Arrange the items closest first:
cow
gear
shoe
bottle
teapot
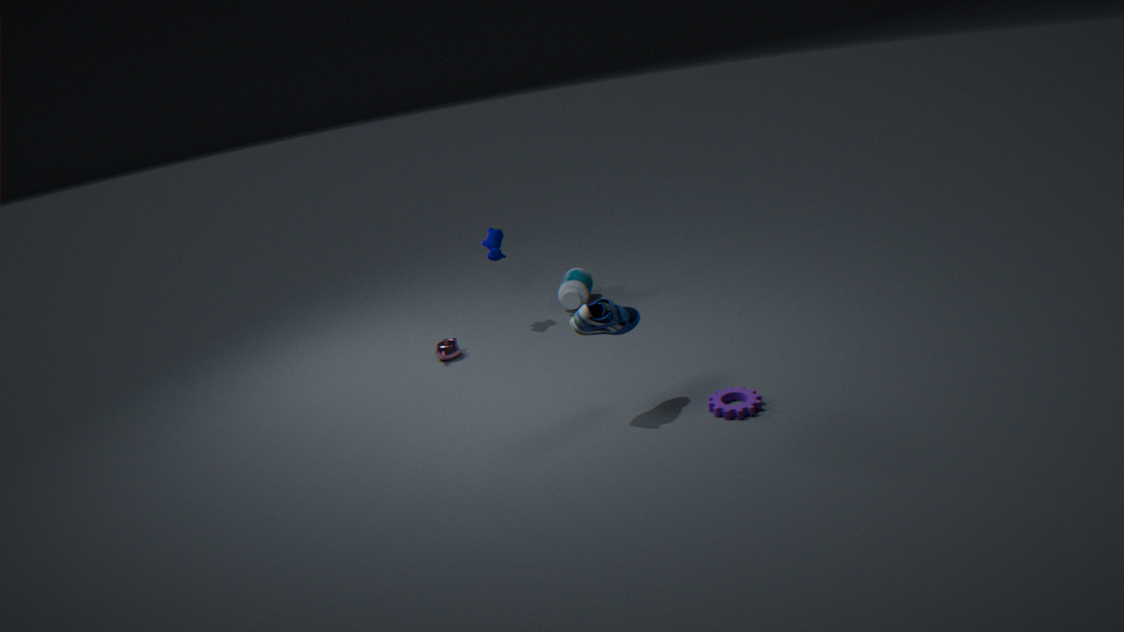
gear < shoe < teapot < cow < bottle
